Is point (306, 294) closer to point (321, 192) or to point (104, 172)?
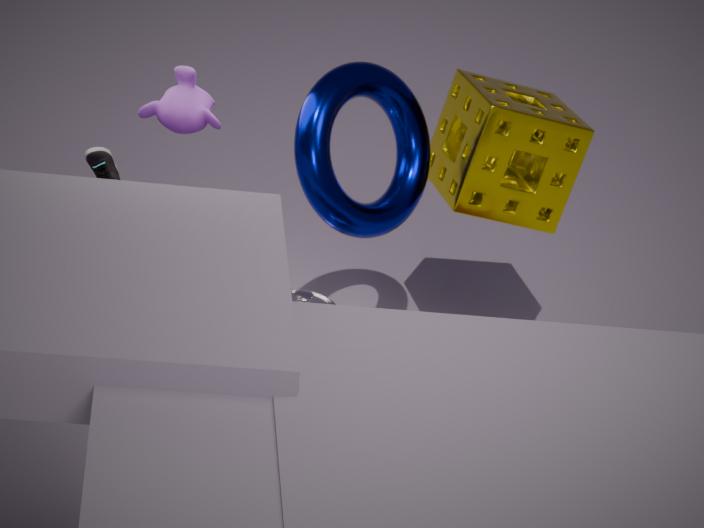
point (321, 192)
